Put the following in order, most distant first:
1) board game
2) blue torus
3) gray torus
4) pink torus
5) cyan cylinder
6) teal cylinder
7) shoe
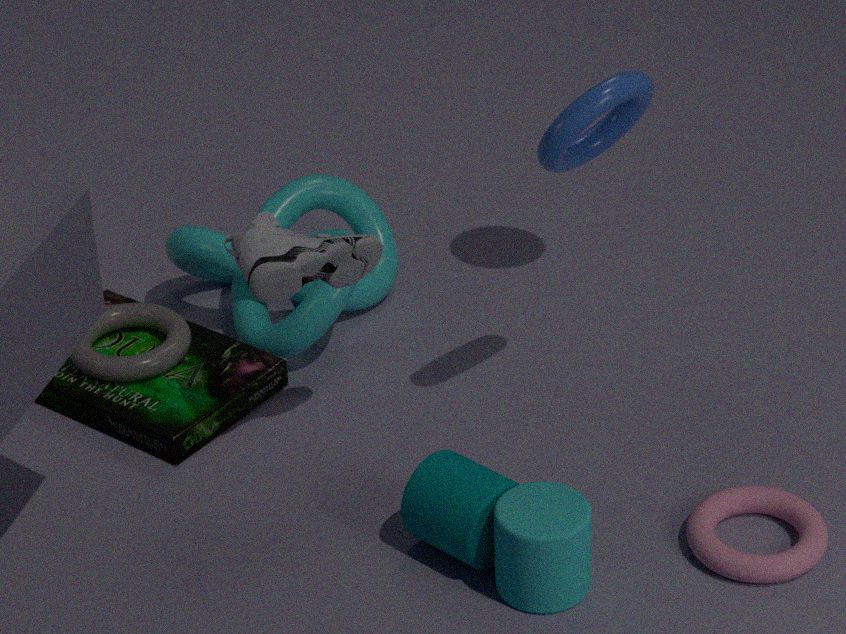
3. gray torus, 1. board game, 7. shoe, 2. blue torus, 4. pink torus, 6. teal cylinder, 5. cyan cylinder
